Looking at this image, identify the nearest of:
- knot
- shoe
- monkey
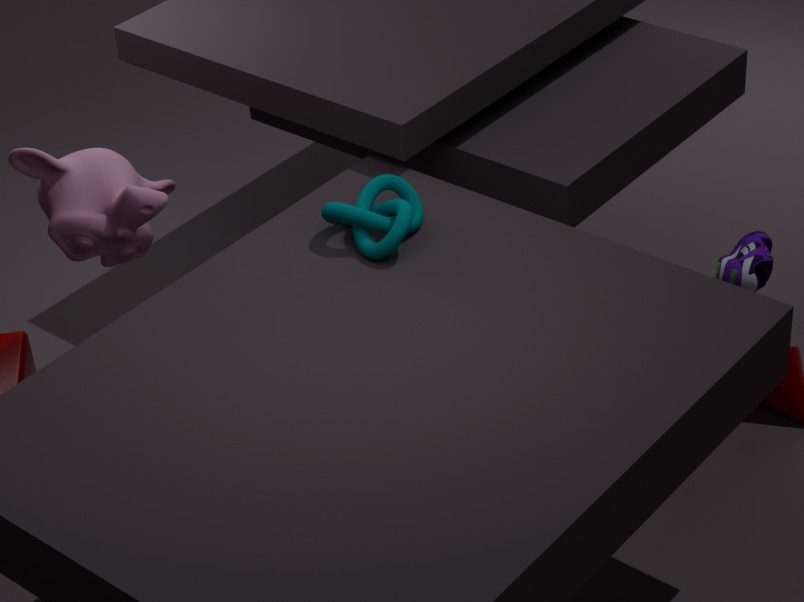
knot
